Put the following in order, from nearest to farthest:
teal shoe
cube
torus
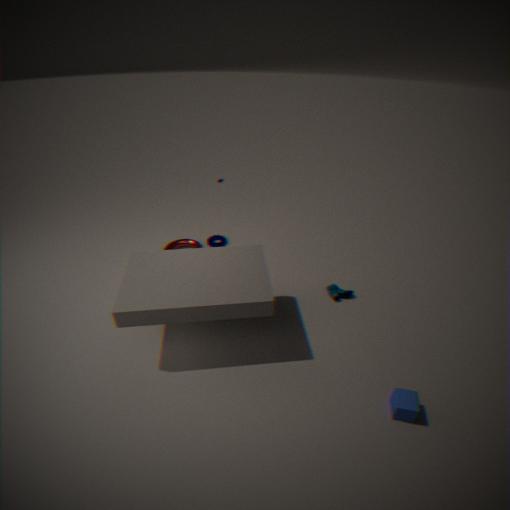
cube → teal shoe → torus
